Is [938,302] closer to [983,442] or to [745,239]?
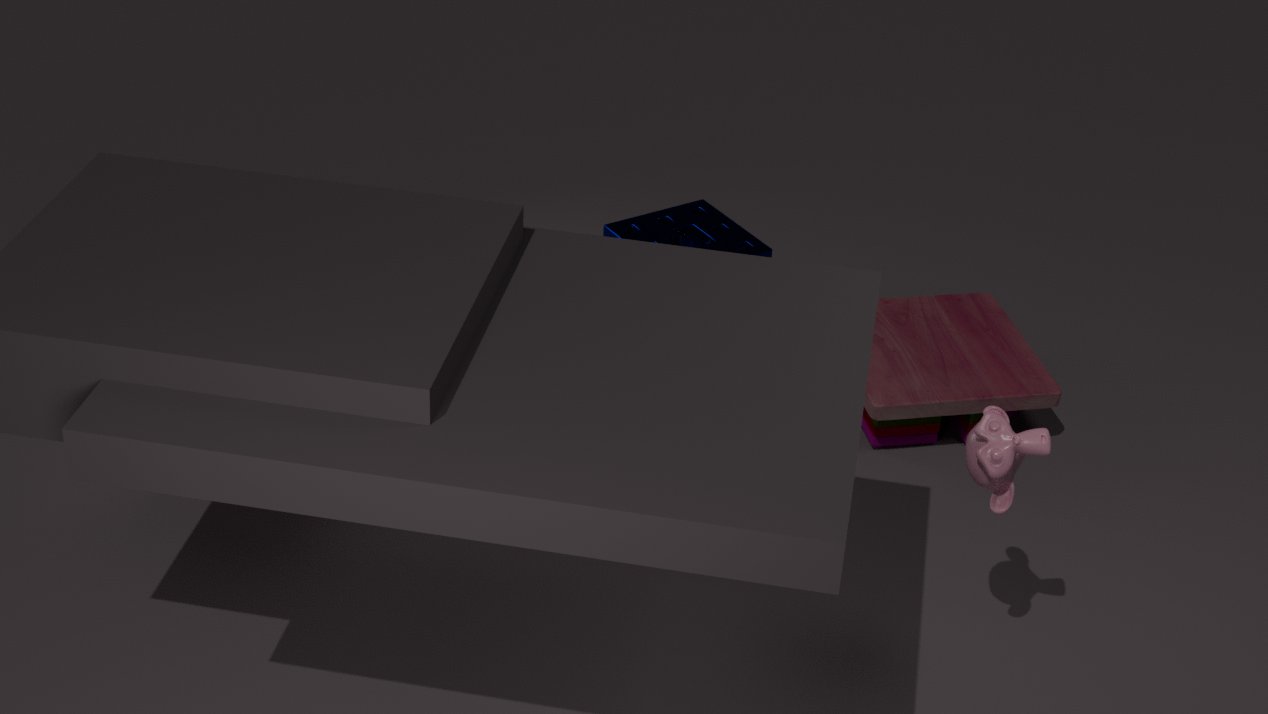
[745,239]
